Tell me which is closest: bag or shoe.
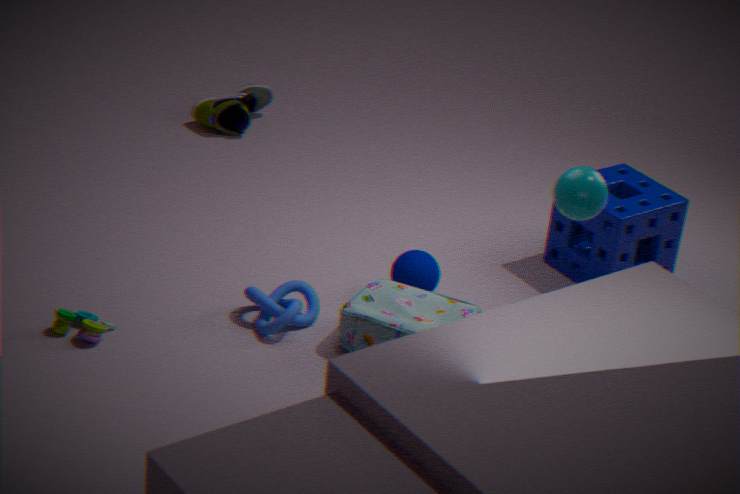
bag
